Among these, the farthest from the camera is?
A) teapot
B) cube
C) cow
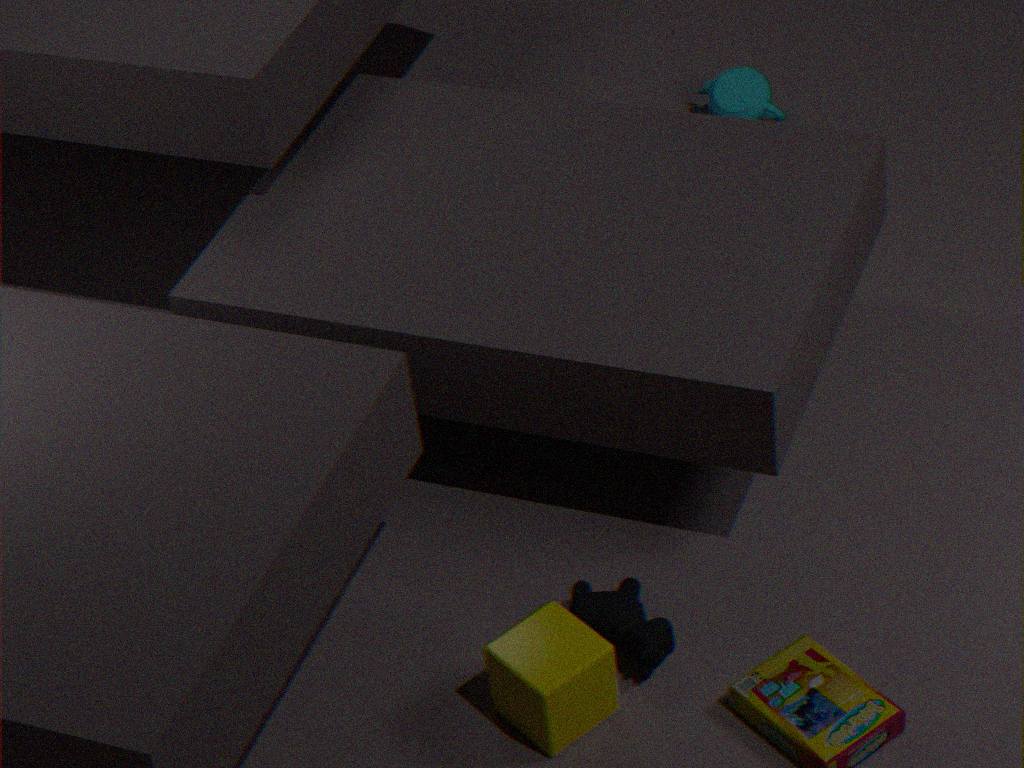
teapot
